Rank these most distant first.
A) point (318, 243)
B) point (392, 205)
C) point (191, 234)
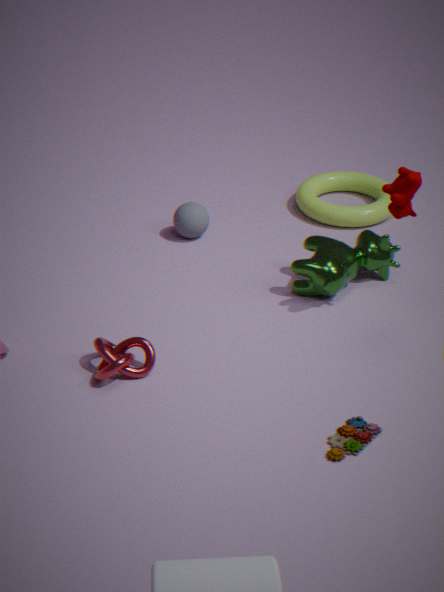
1. point (191, 234)
2. point (318, 243)
3. point (392, 205)
